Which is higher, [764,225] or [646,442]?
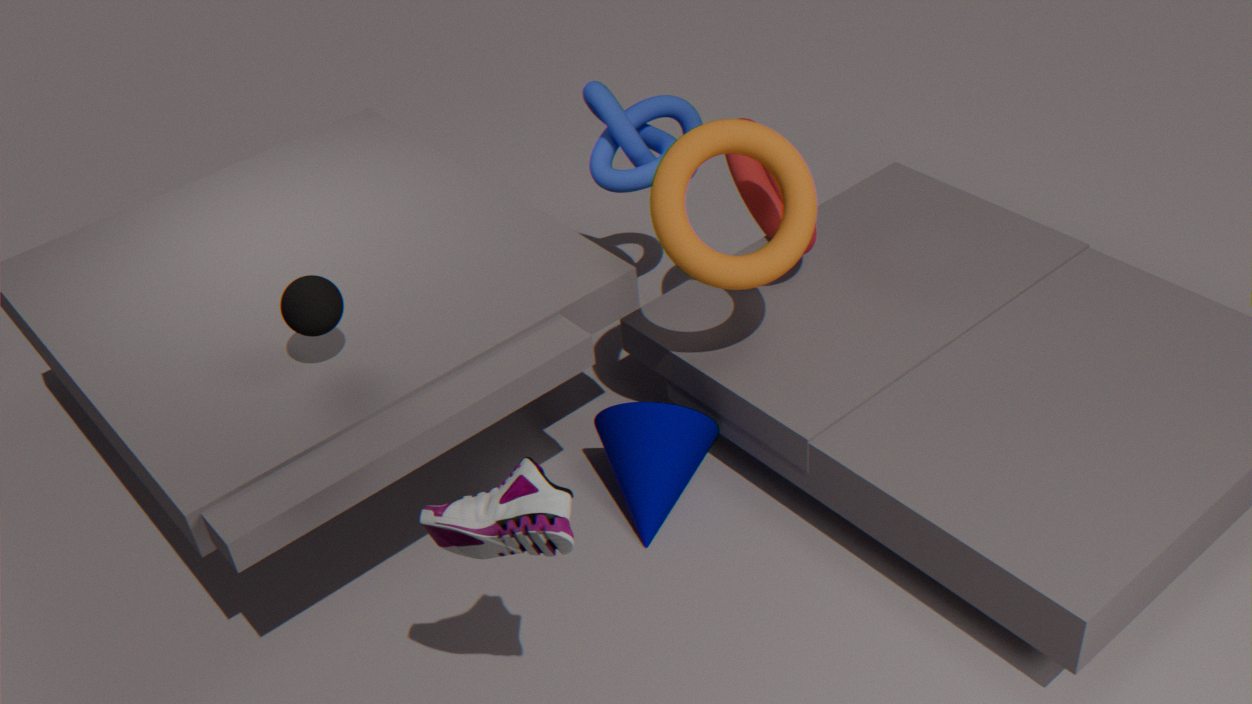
[764,225]
